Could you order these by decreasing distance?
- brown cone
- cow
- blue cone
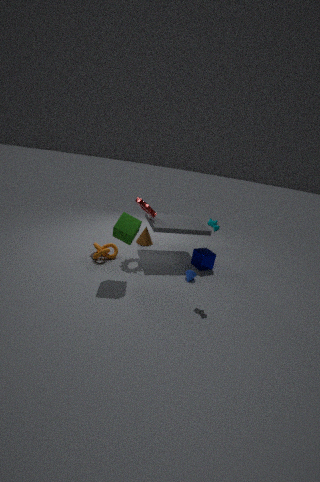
brown cone → blue cone → cow
